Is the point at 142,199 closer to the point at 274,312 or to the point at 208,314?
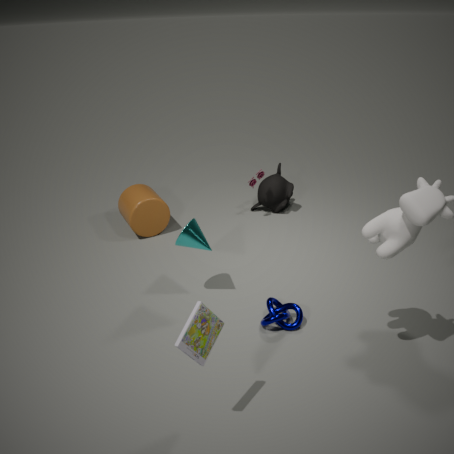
the point at 274,312
